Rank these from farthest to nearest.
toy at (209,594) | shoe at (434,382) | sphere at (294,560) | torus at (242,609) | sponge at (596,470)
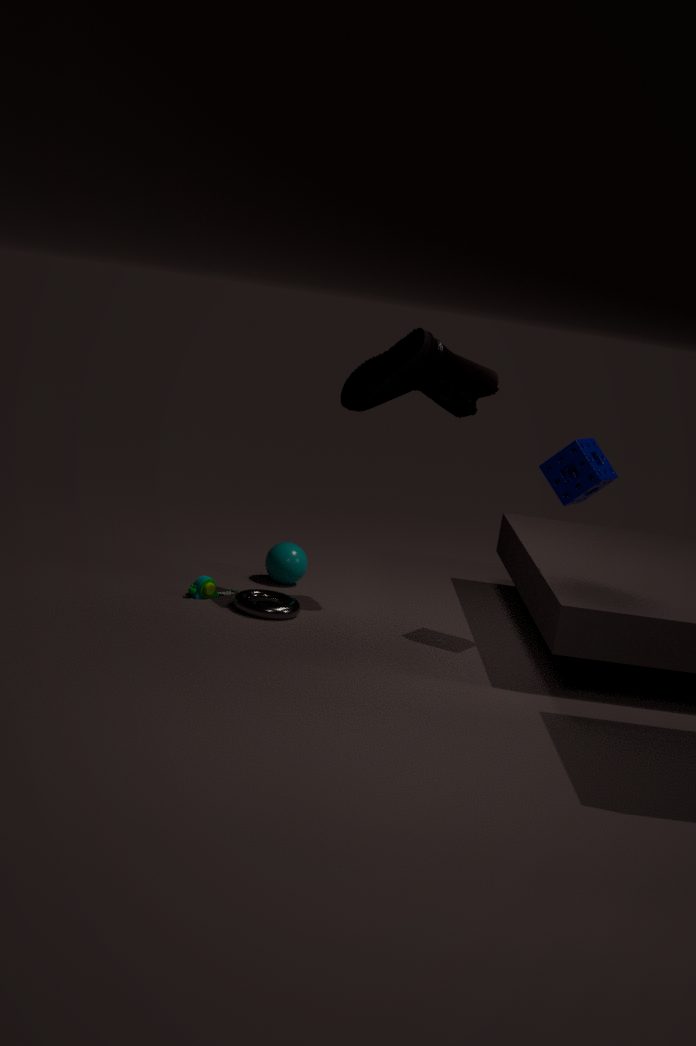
sphere at (294,560), toy at (209,594), torus at (242,609), shoe at (434,382), sponge at (596,470)
